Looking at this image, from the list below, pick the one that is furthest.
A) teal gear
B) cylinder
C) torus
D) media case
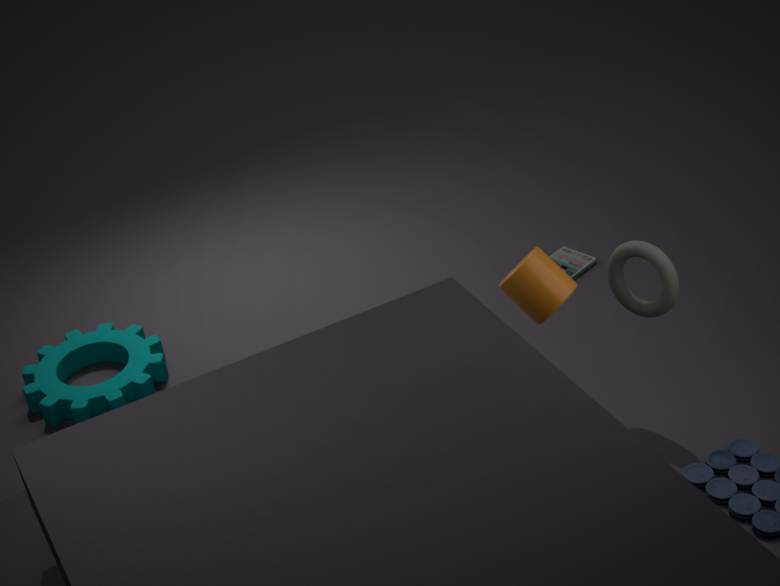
media case
